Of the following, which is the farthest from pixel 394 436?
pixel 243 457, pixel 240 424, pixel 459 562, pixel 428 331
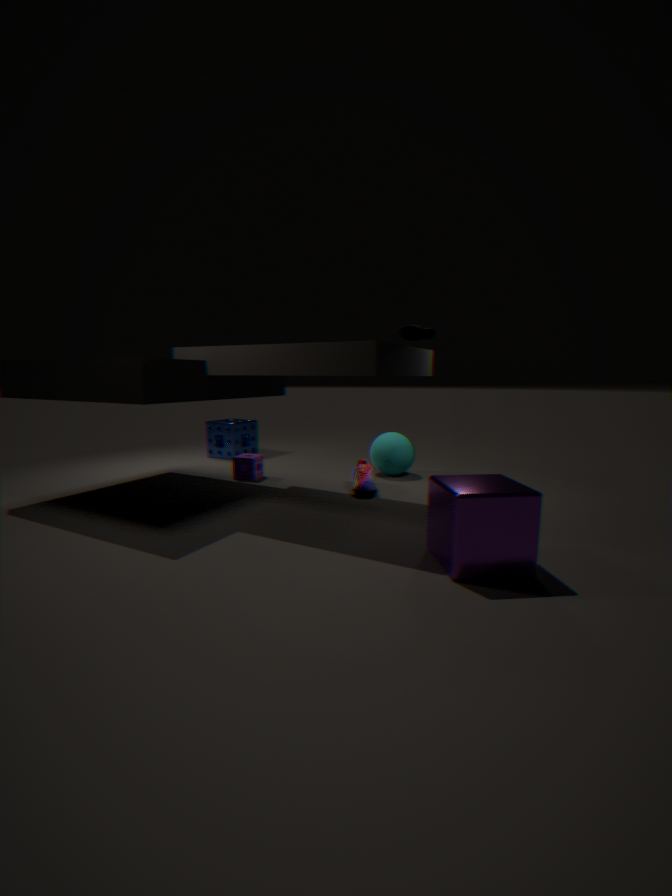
pixel 459 562
